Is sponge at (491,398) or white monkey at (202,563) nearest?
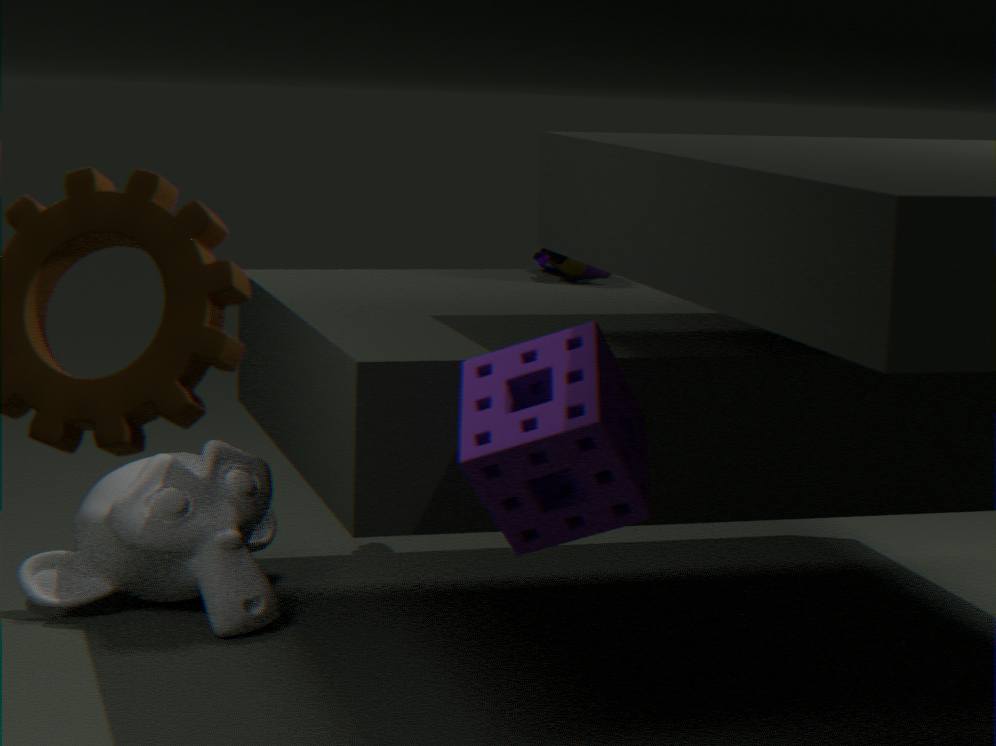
sponge at (491,398)
